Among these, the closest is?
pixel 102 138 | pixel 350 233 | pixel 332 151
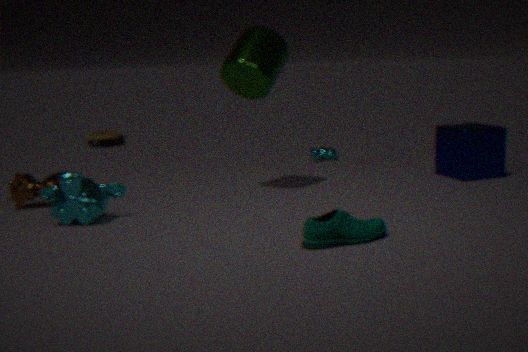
pixel 350 233
